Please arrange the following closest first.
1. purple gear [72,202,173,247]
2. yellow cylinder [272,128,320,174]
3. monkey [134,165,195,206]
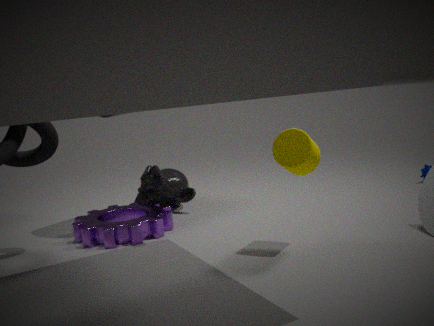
1. yellow cylinder [272,128,320,174]
2. purple gear [72,202,173,247]
3. monkey [134,165,195,206]
